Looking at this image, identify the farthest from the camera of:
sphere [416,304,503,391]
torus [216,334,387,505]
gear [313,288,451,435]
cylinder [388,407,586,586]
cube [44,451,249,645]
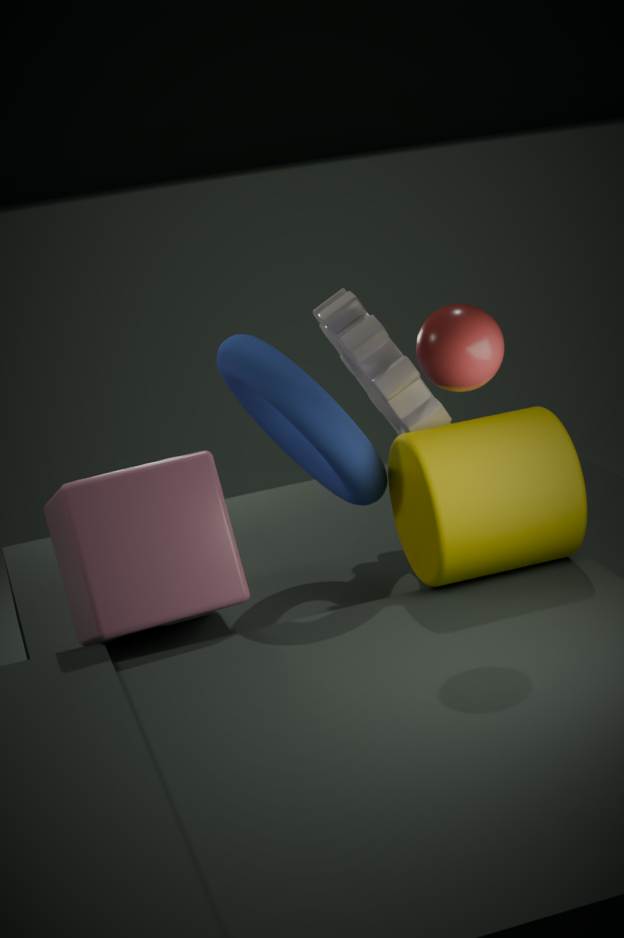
gear [313,288,451,435]
